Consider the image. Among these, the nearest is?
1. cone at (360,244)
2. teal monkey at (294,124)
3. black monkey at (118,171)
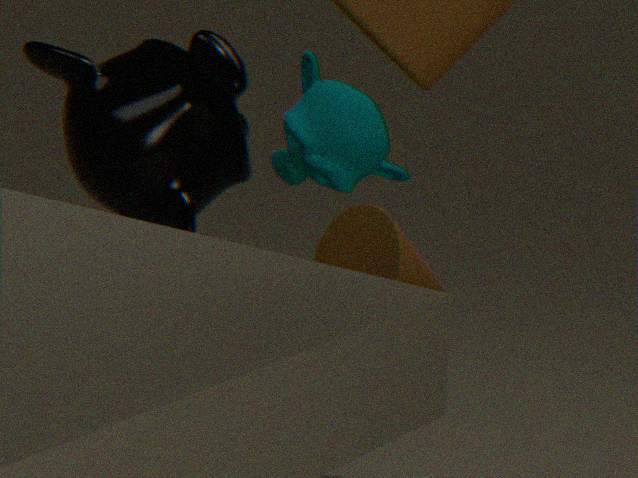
teal monkey at (294,124)
